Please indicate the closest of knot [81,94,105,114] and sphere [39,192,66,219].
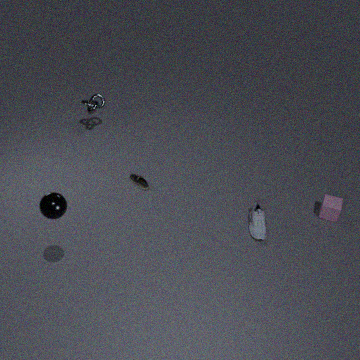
sphere [39,192,66,219]
